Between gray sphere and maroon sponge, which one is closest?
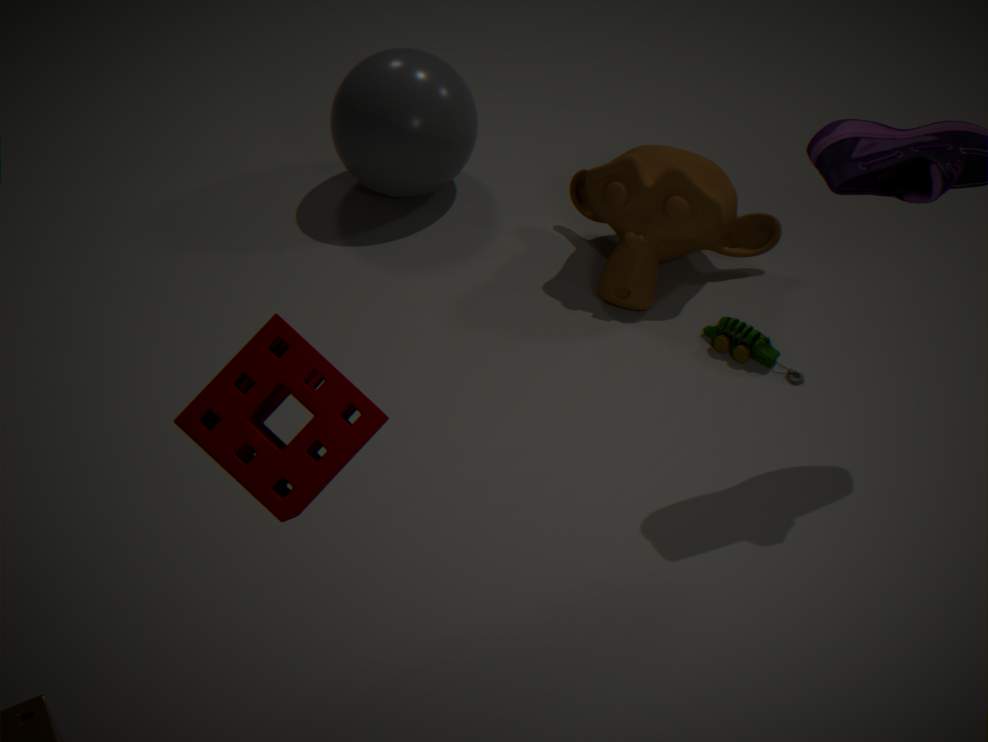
maroon sponge
